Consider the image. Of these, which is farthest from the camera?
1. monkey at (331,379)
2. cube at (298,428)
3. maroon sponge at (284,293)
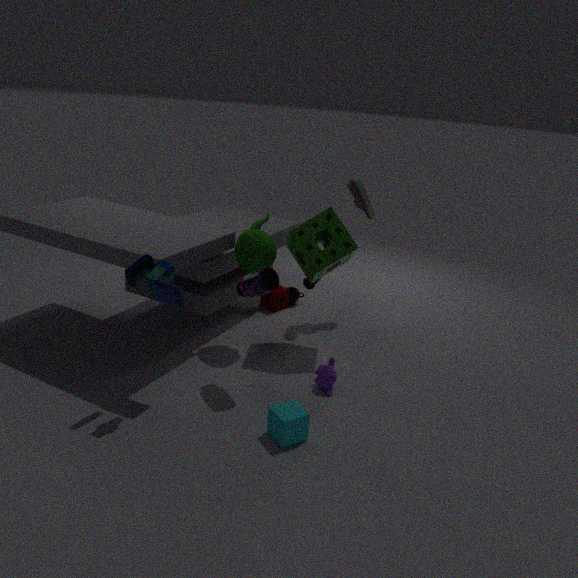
maroon sponge at (284,293)
